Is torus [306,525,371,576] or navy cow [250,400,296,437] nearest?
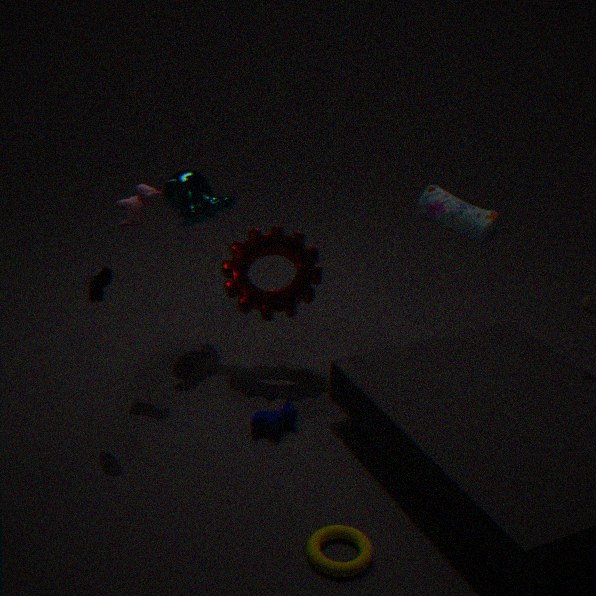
torus [306,525,371,576]
